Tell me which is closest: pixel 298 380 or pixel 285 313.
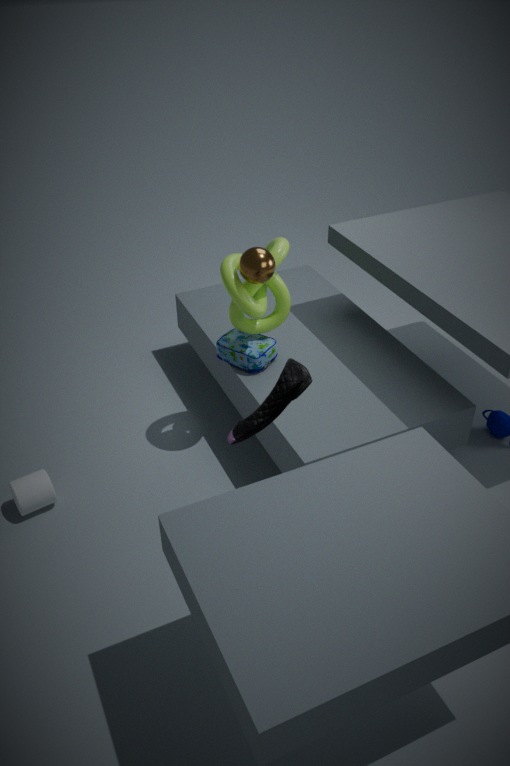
pixel 298 380
